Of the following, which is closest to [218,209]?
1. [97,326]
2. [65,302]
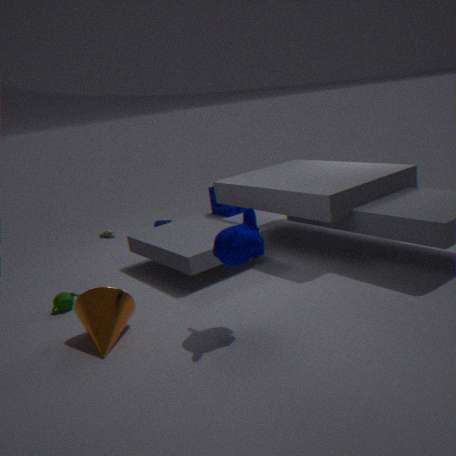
[65,302]
